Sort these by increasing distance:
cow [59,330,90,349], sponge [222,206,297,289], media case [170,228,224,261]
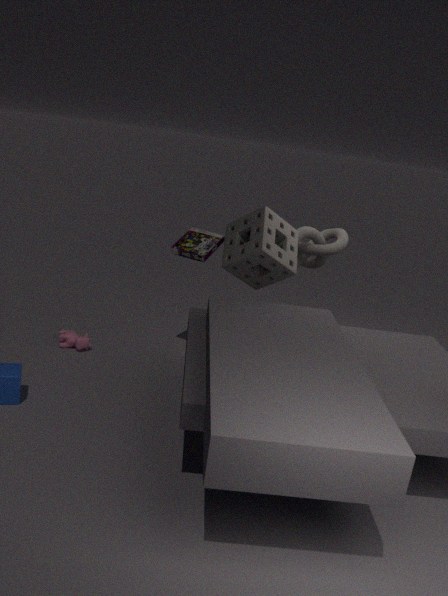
sponge [222,206,297,289]
media case [170,228,224,261]
cow [59,330,90,349]
